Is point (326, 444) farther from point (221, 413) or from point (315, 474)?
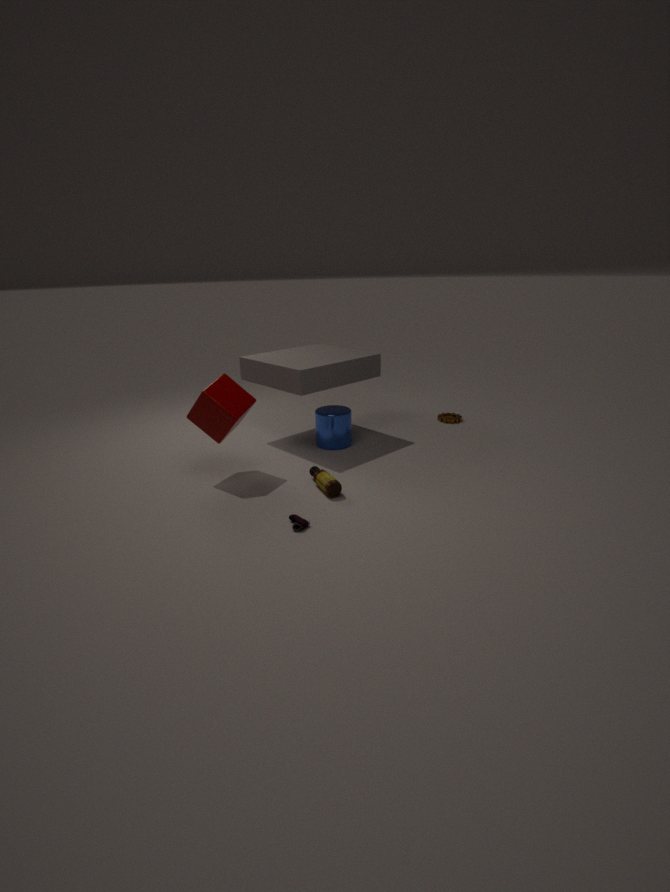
point (221, 413)
